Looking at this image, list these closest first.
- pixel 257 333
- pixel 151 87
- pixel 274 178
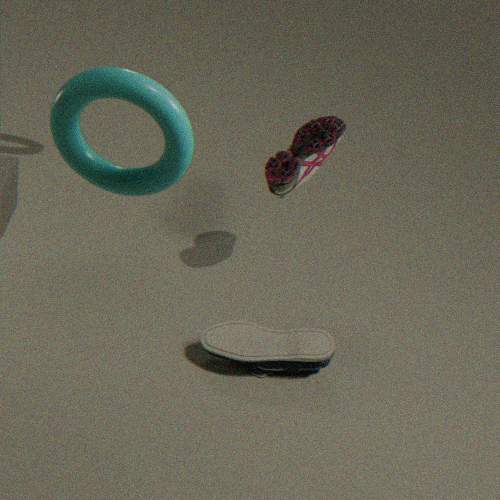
pixel 151 87, pixel 257 333, pixel 274 178
